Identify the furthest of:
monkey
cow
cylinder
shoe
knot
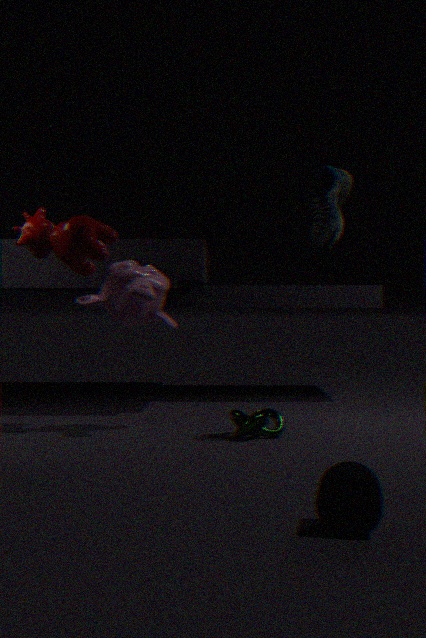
cow
